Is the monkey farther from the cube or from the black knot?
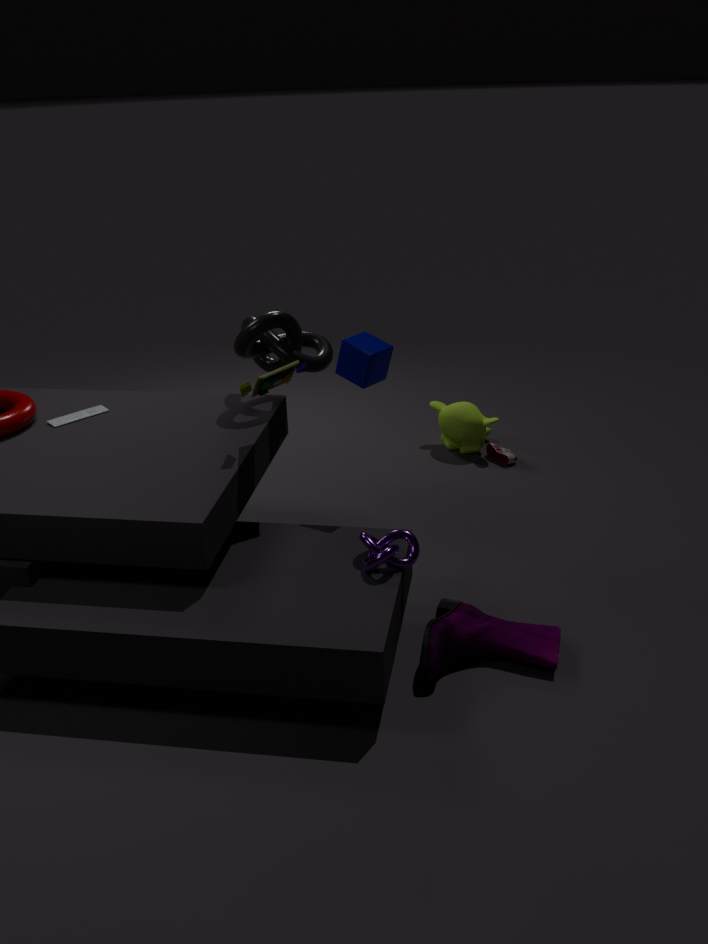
the cube
